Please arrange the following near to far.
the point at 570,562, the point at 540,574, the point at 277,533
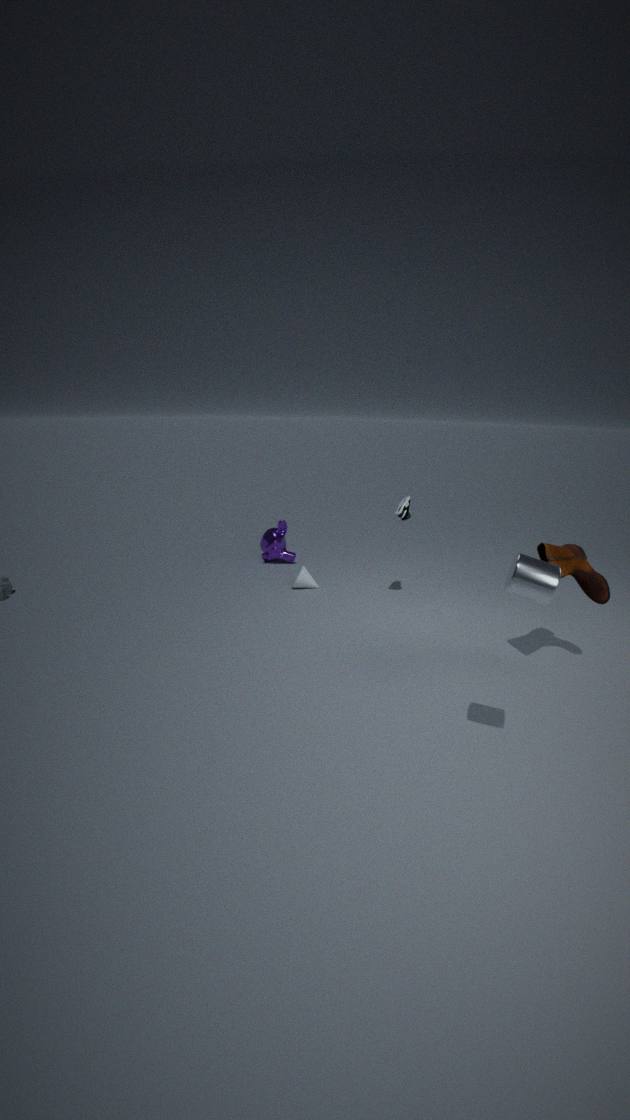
the point at 540,574, the point at 570,562, the point at 277,533
